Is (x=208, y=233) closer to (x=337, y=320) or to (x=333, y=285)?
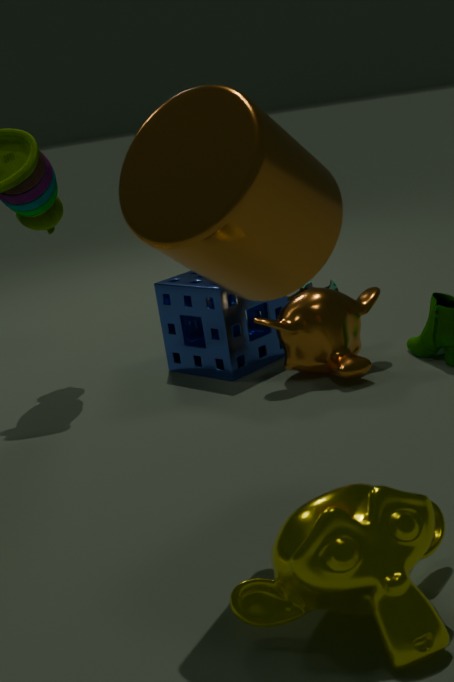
(x=337, y=320)
